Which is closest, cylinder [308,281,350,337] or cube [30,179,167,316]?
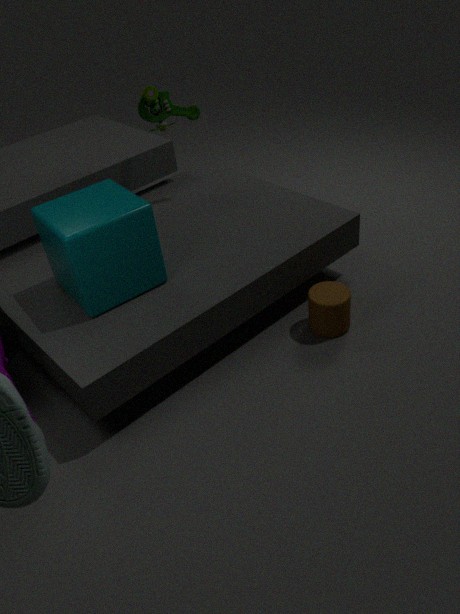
cube [30,179,167,316]
